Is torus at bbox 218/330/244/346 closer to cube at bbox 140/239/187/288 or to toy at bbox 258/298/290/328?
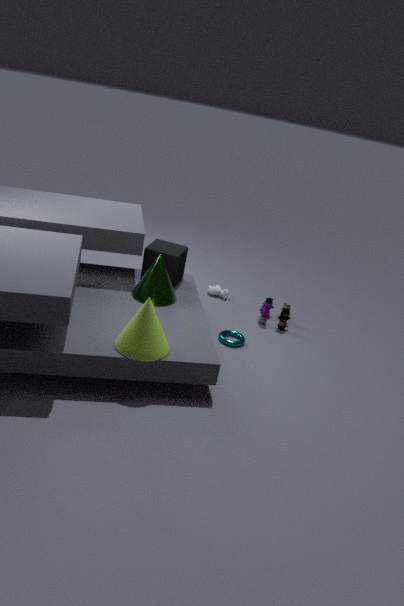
toy at bbox 258/298/290/328
